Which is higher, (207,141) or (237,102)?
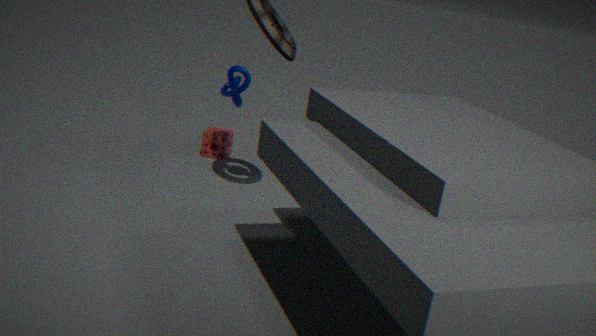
(237,102)
